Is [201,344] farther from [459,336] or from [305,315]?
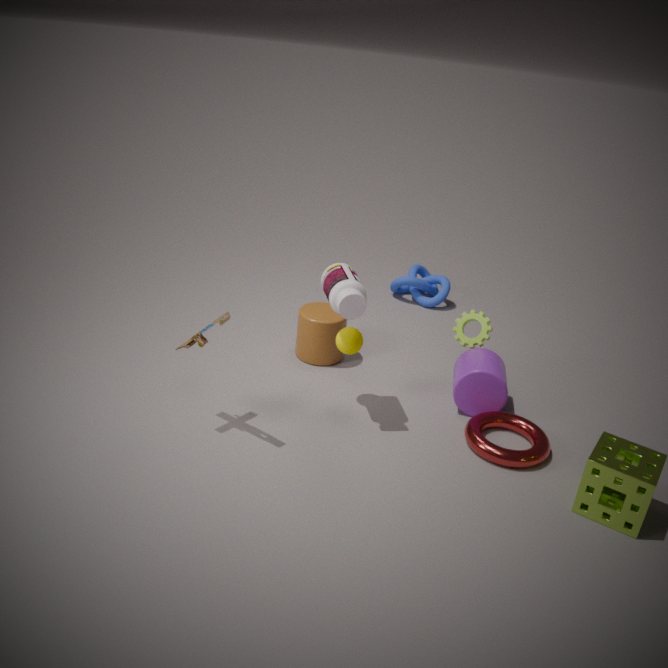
[459,336]
